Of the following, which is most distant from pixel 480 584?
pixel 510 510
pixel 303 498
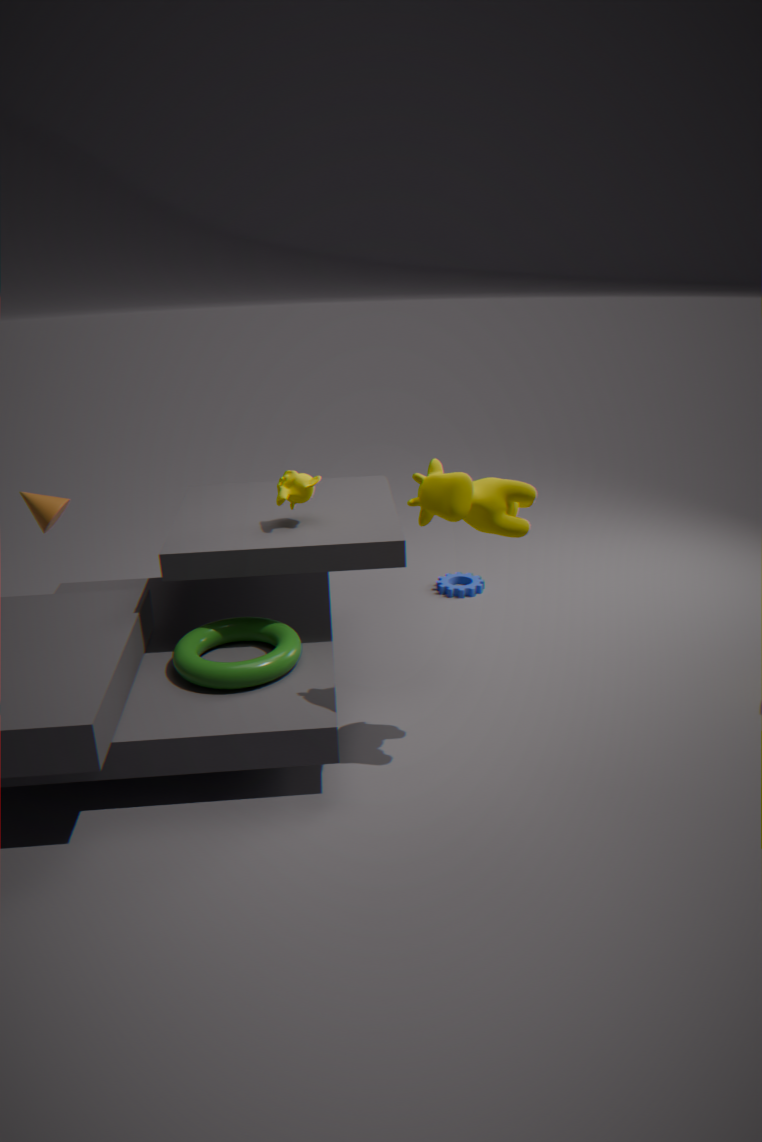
pixel 510 510
